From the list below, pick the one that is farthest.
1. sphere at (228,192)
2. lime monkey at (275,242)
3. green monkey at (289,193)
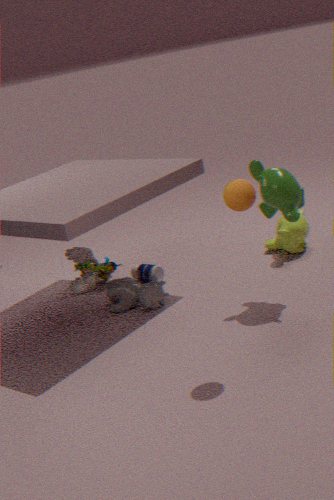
lime monkey at (275,242)
